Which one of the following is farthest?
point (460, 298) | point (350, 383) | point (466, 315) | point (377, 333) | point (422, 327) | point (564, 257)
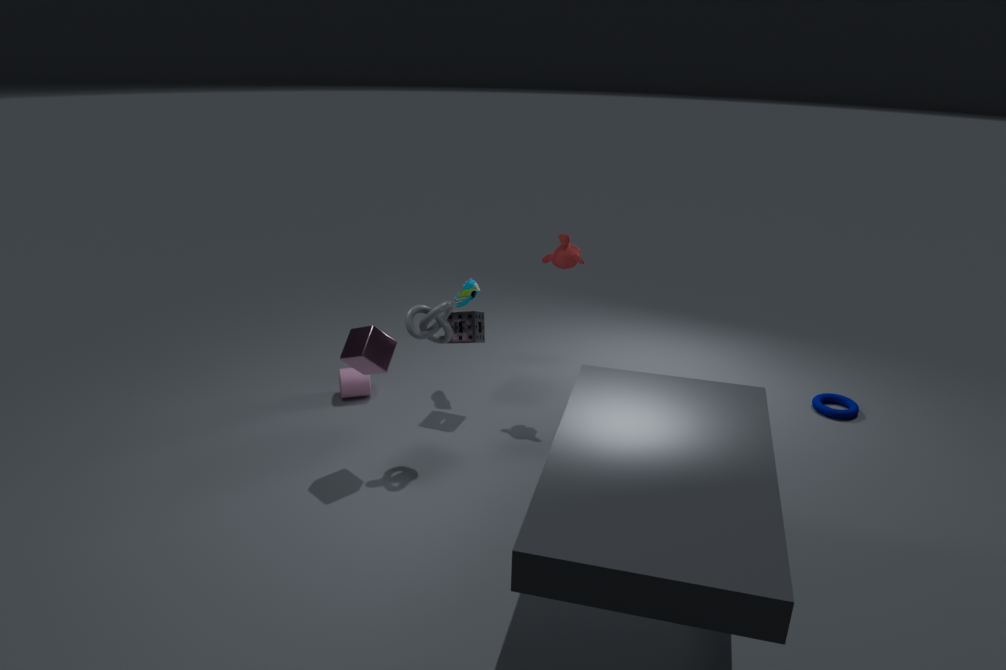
point (460, 298)
